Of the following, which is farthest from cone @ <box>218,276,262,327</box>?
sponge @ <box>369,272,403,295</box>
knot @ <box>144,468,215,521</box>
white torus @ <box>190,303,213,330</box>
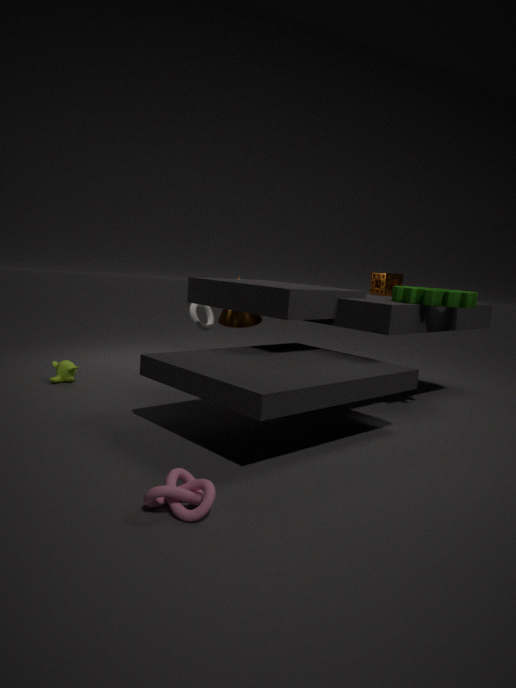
knot @ <box>144,468,215,521</box>
